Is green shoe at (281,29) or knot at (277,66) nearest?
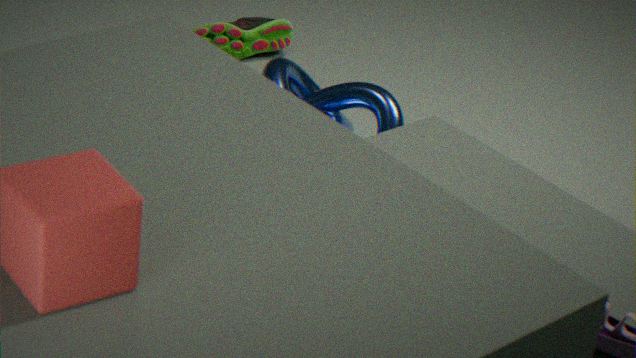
knot at (277,66)
